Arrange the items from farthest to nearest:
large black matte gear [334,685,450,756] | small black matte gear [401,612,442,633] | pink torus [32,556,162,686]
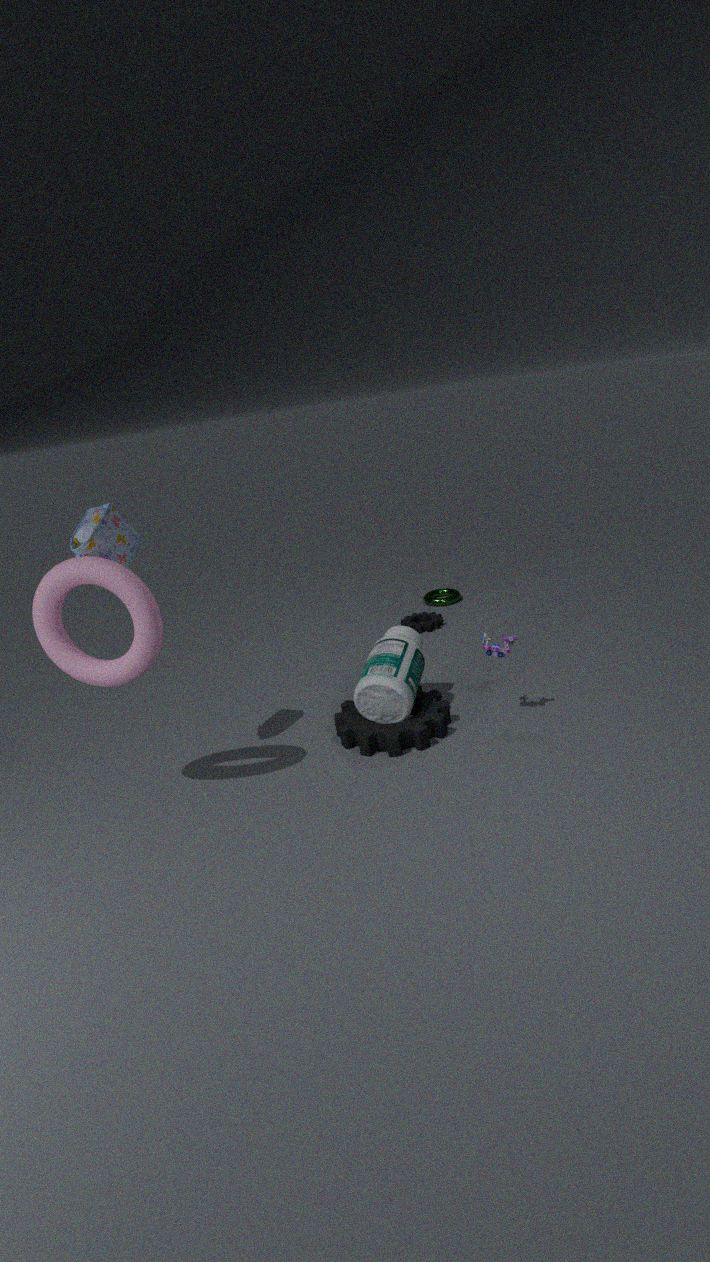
small black matte gear [401,612,442,633] < large black matte gear [334,685,450,756] < pink torus [32,556,162,686]
